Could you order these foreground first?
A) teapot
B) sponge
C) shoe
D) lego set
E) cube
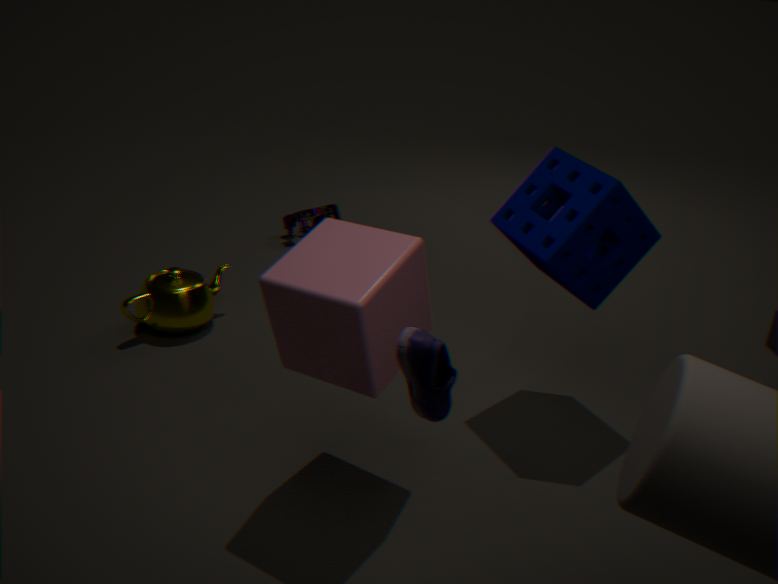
1. shoe
2. cube
3. sponge
4. teapot
5. lego set
